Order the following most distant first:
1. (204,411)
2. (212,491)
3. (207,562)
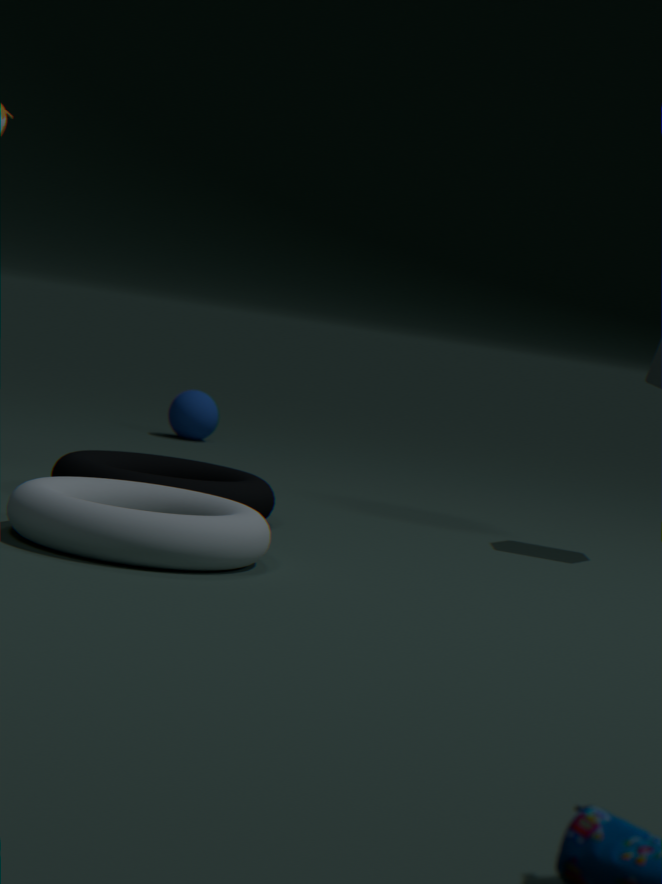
(204,411) → (212,491) → (207,562)
